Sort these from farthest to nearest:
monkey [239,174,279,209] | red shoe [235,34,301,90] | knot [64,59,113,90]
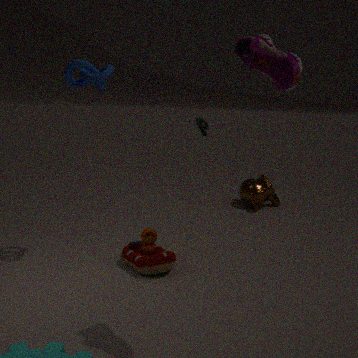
monkey [239,174,279,209] < knot [64,59,113,90] < red shoe [235,34,301,90]
